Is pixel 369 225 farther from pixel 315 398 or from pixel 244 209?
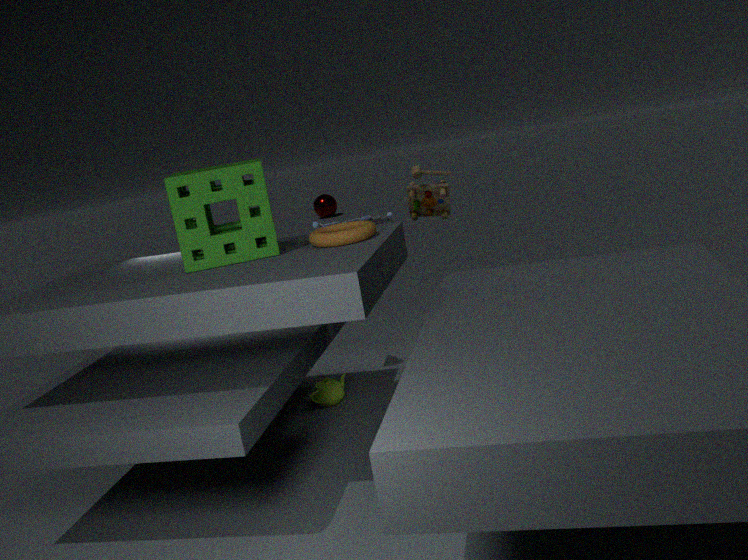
pixel 315 398
